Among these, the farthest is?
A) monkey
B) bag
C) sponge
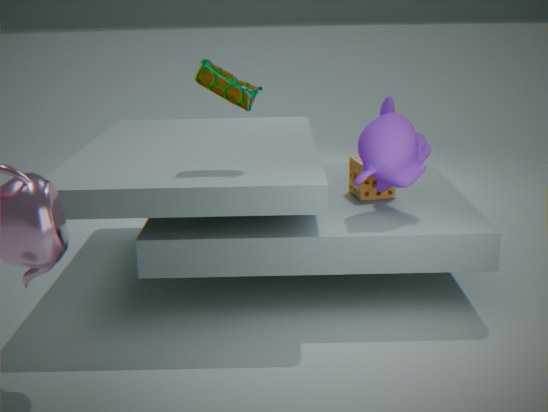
sponge
